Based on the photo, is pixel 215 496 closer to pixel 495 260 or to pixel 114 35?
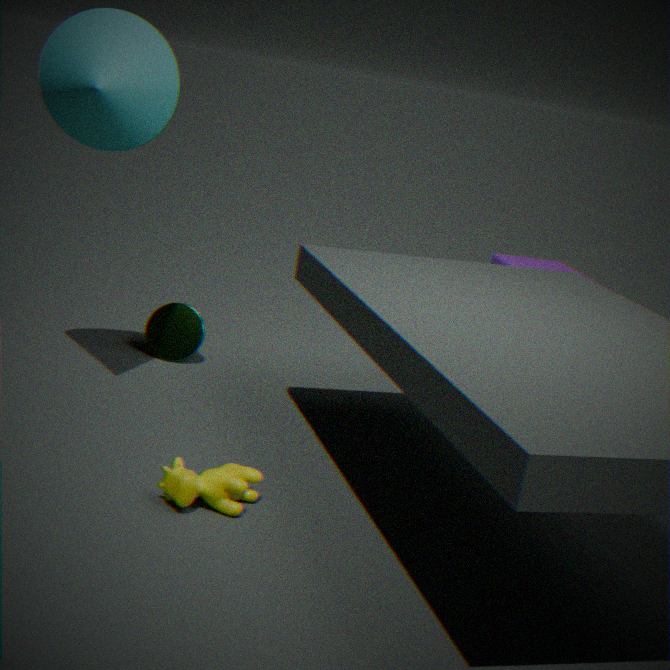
pixel 114 35
